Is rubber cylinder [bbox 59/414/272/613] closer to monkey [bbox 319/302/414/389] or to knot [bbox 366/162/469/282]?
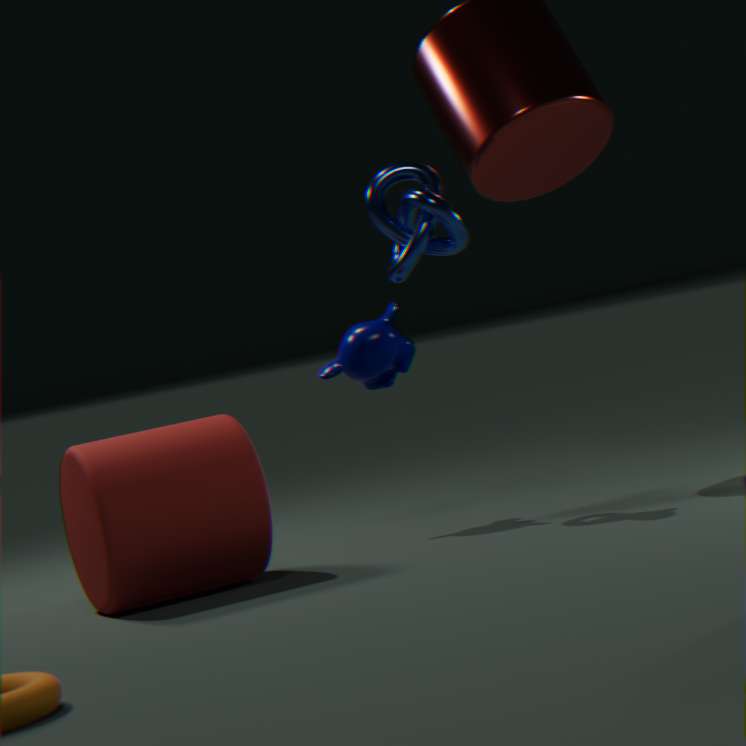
monkey [bbox 319/302/414/389]
